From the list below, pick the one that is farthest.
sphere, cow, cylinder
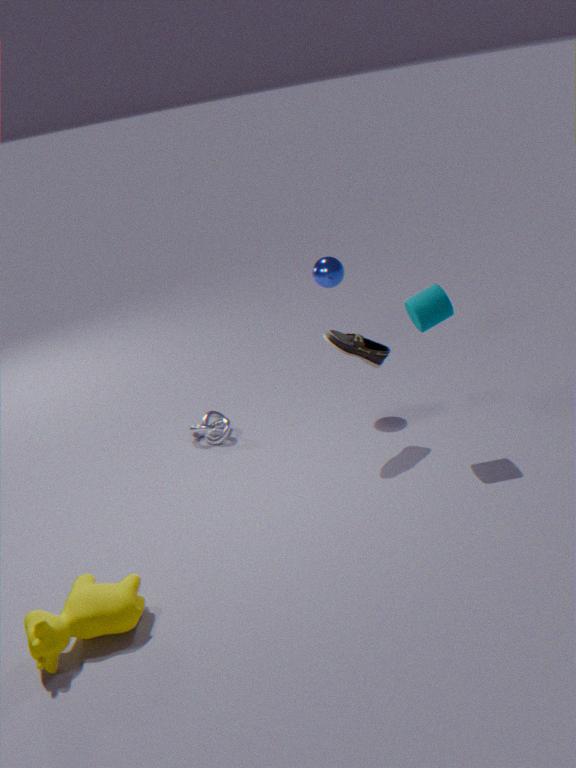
sphere
